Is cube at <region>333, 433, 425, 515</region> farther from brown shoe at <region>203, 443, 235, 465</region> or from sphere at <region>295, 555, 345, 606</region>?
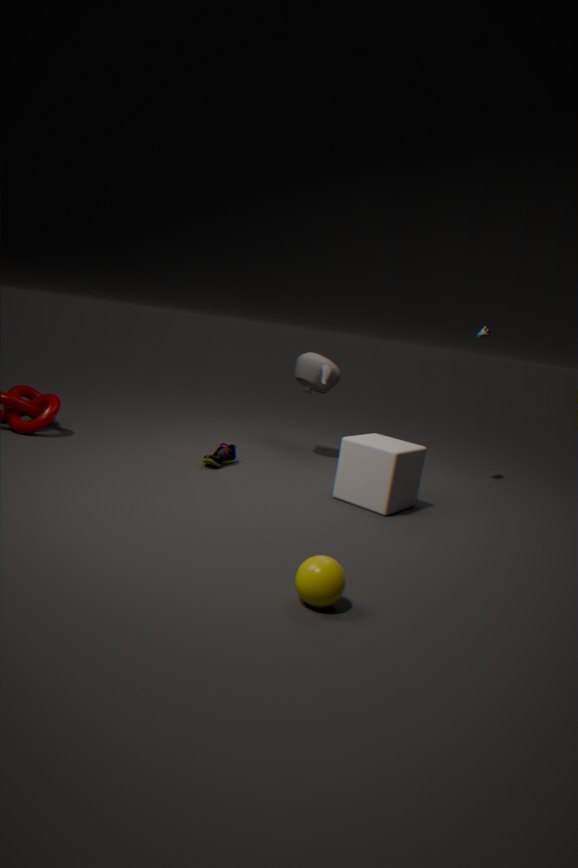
sphere at <region>295, 555, 345, 606</region>
